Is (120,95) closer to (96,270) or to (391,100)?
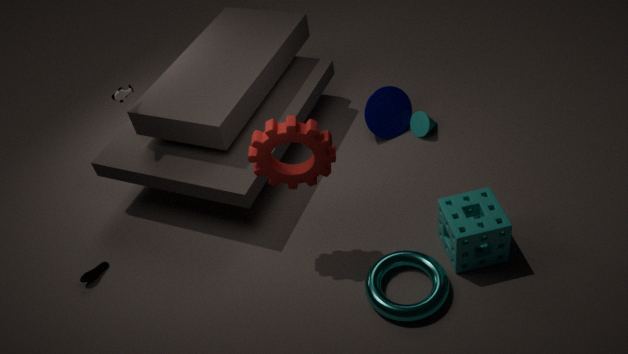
(96,270)
